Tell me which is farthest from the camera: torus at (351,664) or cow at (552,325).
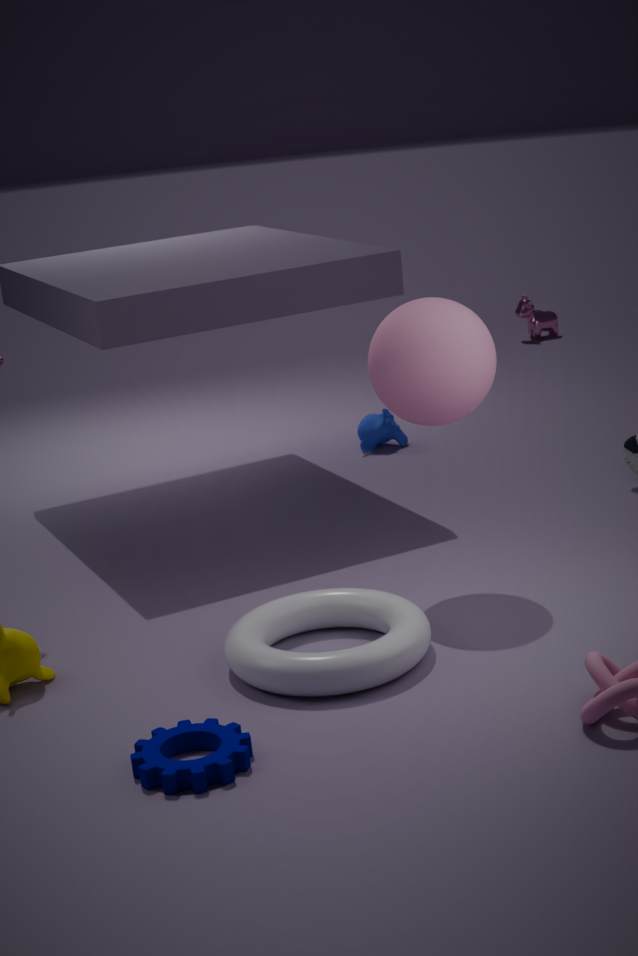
cow at (552,325)
